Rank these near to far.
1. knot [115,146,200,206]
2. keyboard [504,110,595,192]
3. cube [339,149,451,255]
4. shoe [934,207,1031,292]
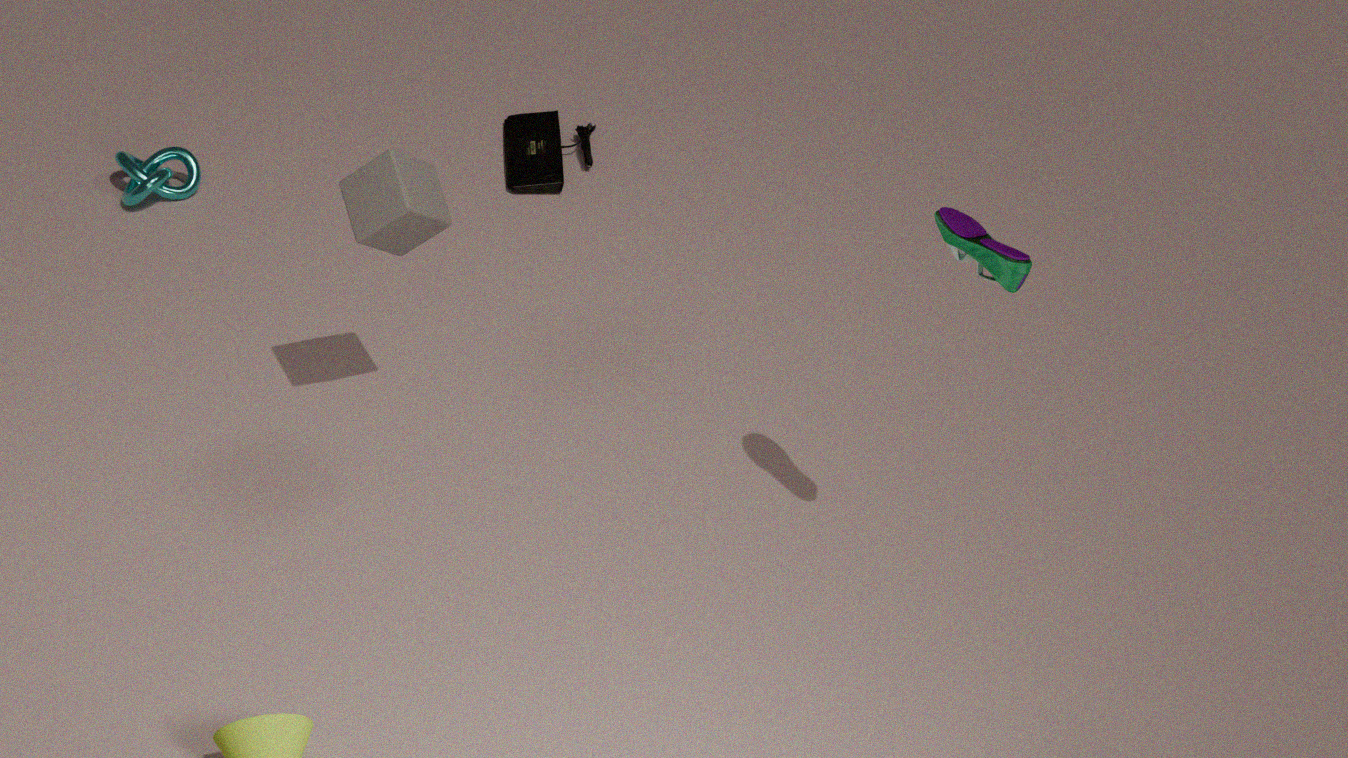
shoe [934,207,1031,292], cube [339,149,451,255], knot [115,146,200,206], keyboard [504,110,595,192]
